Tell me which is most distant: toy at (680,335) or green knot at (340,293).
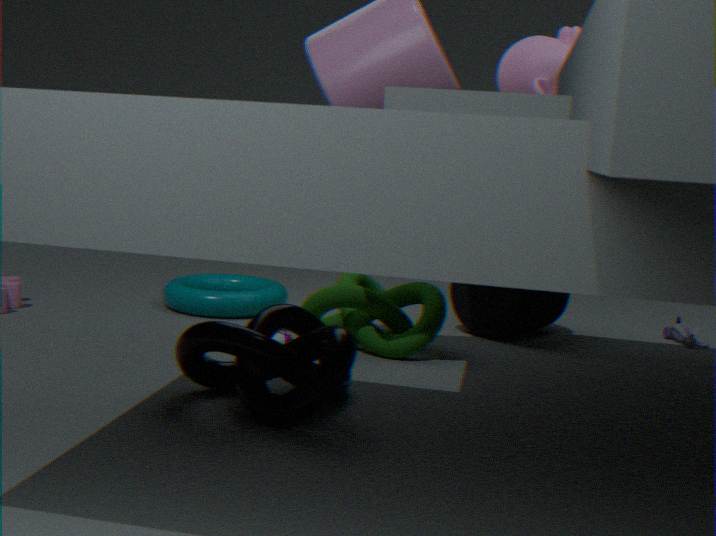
toy at (680,335)
